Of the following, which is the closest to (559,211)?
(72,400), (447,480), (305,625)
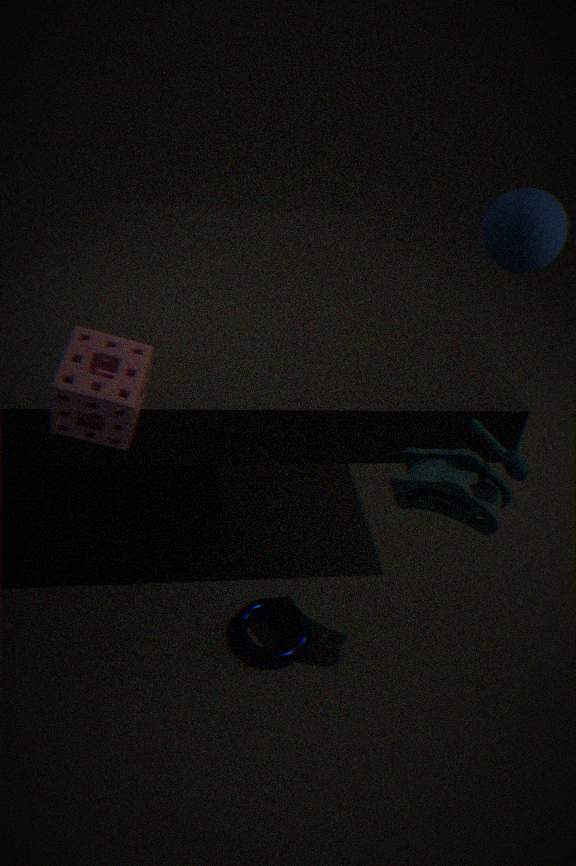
(447,480)
